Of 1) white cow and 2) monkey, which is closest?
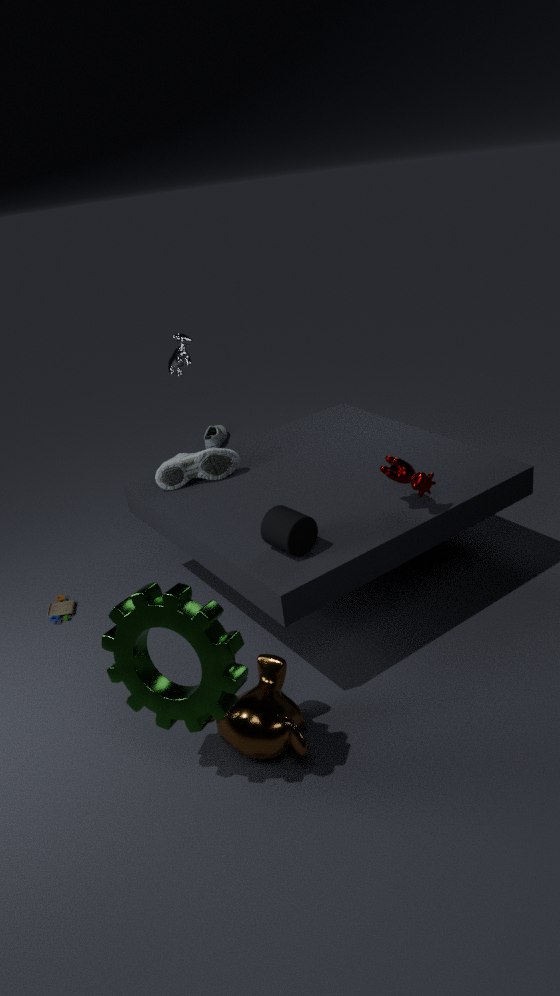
2. monkey
